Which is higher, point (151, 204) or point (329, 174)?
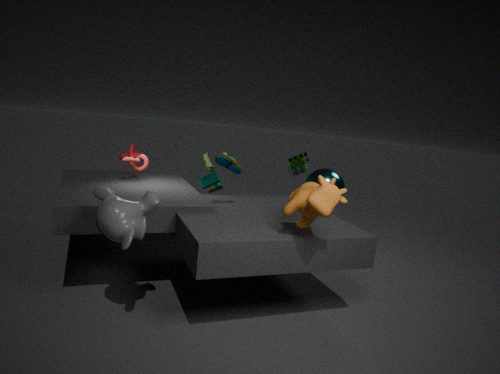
point (329, 174)
